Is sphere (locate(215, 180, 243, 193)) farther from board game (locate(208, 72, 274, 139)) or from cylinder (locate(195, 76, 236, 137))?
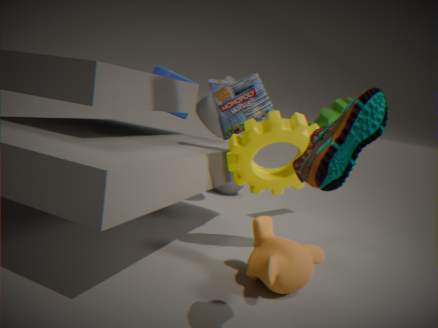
board game (locate(208, 72, 274, 139))
